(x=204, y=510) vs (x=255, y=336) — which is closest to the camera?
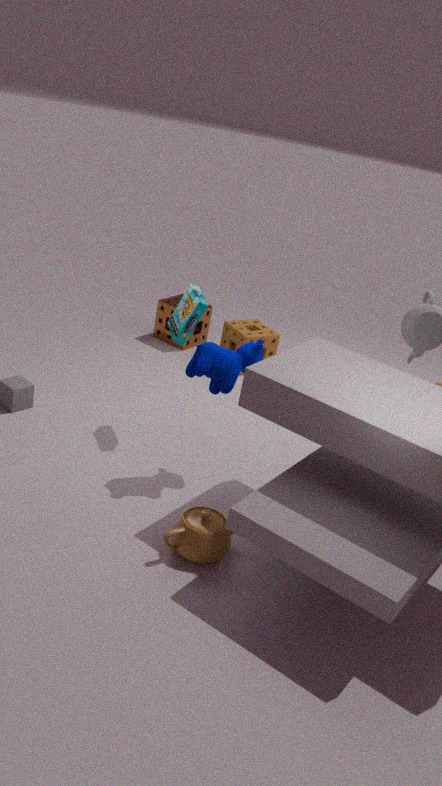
(x=204, y=510)
